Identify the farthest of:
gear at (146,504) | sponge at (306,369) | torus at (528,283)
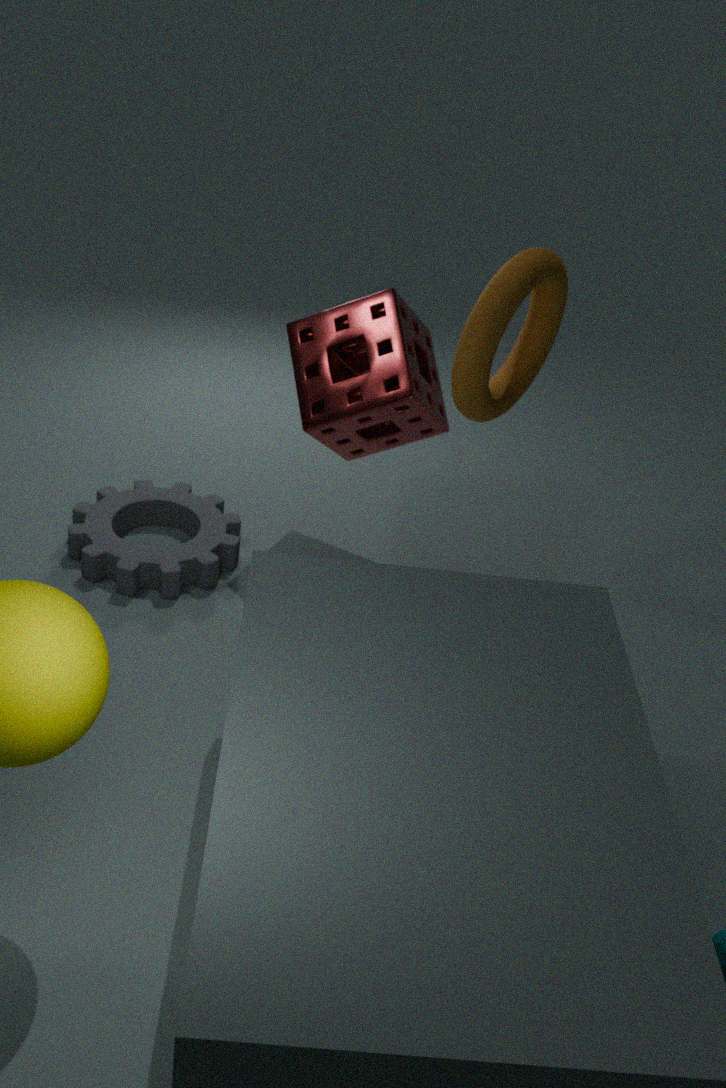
gear at (146,504)
